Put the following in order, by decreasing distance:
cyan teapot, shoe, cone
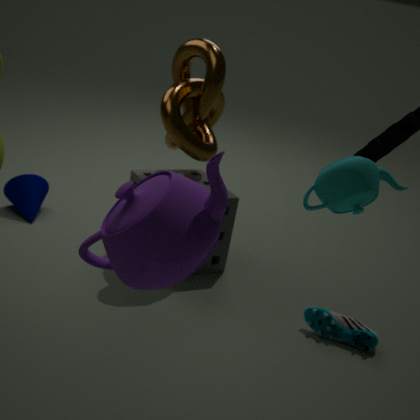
1. cone
2. shoe
3. cyan teapot
